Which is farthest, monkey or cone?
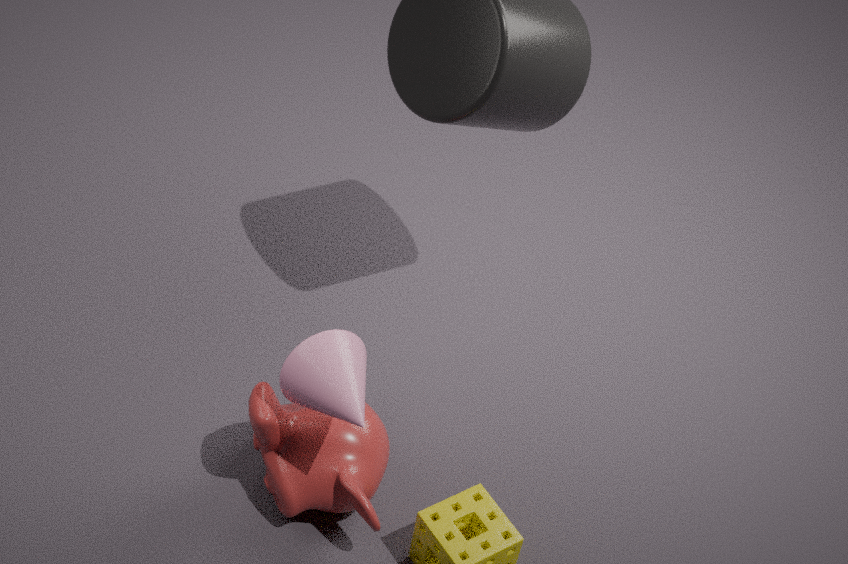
monkey
